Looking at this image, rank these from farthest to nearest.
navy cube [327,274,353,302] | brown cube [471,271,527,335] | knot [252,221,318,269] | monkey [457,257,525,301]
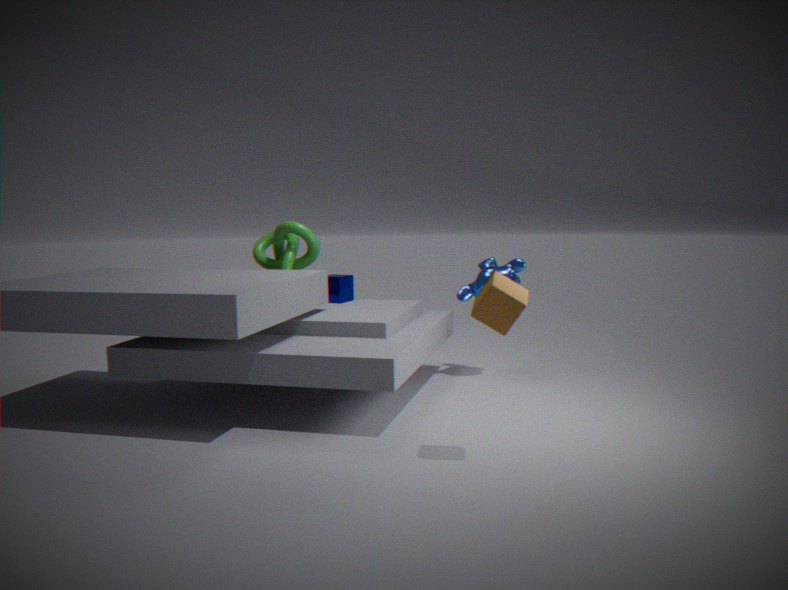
knot [252,221,318,269] → navy cube [327,274,353,302] → monkey [457,257,525,301] → brown cube [471,271,527,335]
